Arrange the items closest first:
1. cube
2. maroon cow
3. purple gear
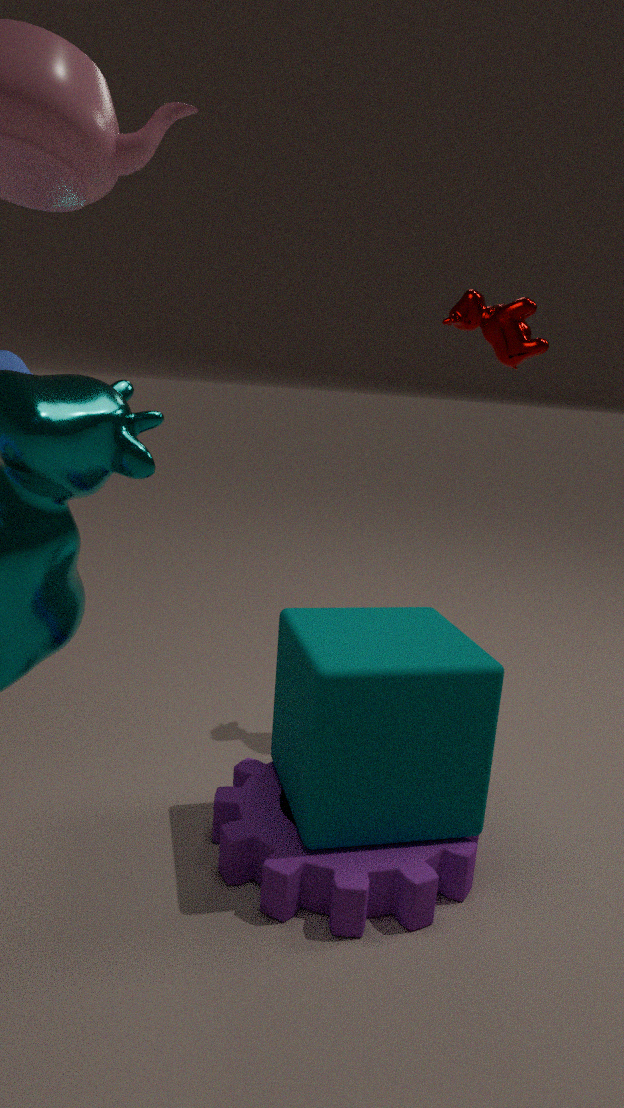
purple gear, cube, maroon cow
